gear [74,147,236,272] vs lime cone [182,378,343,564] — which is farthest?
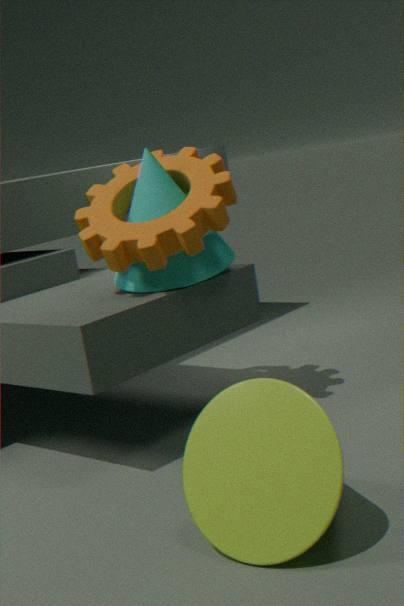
gear [74,147,236,272]
